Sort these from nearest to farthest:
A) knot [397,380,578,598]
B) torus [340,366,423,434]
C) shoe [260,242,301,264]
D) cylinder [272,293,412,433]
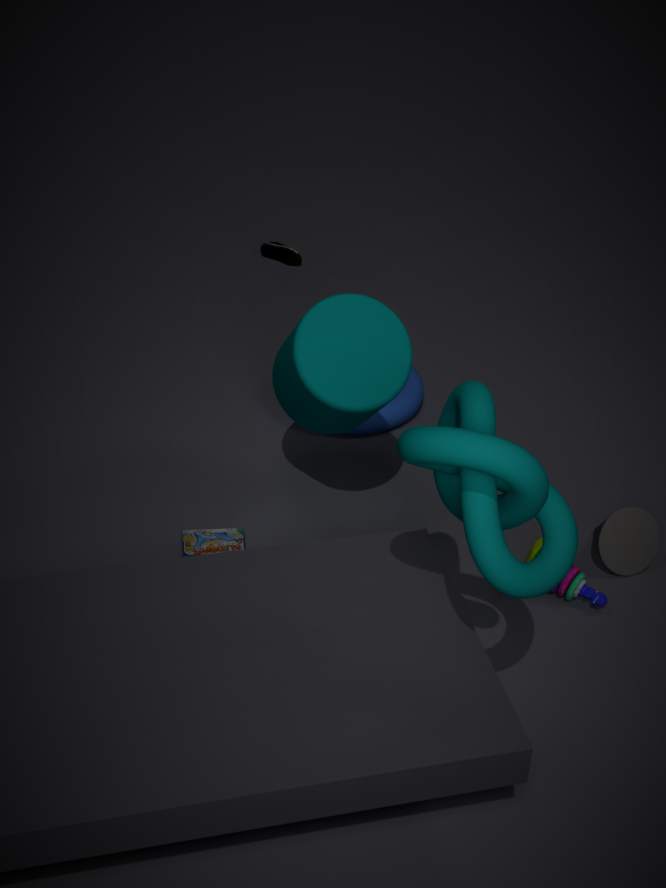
knot [397,380,578,598], cylinder [272,293,412,433], torus [340,366,423,434], shoe [260,242,301,264]
